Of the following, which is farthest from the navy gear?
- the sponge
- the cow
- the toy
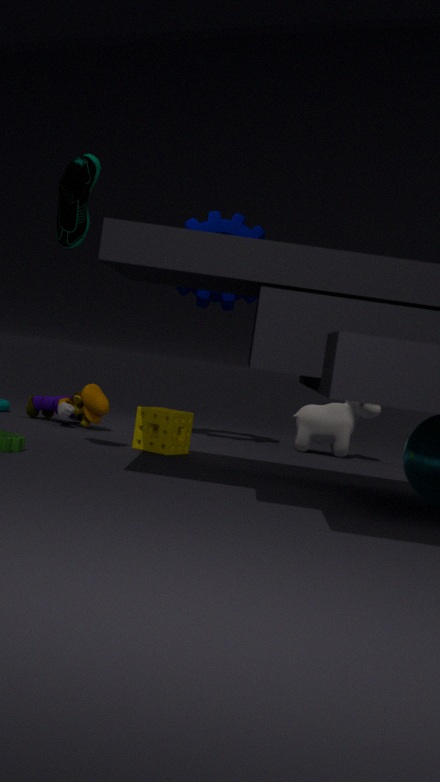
the sponge
